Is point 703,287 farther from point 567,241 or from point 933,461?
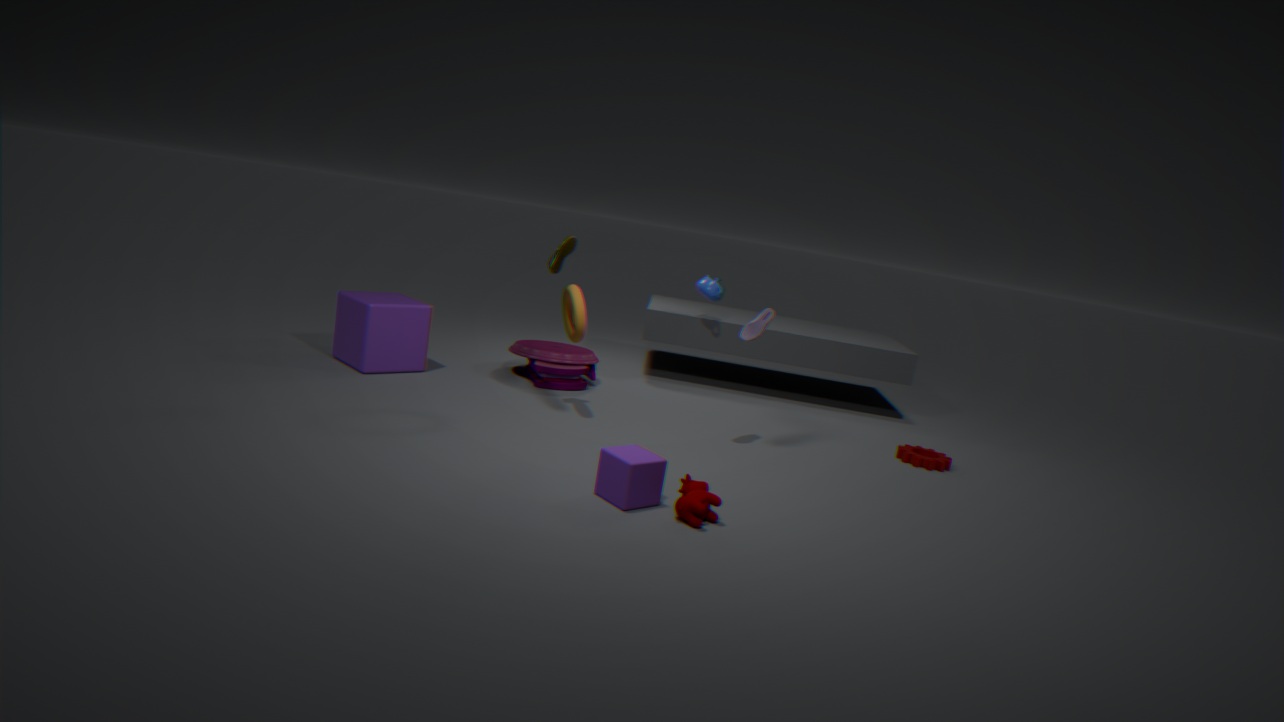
point 933,461
